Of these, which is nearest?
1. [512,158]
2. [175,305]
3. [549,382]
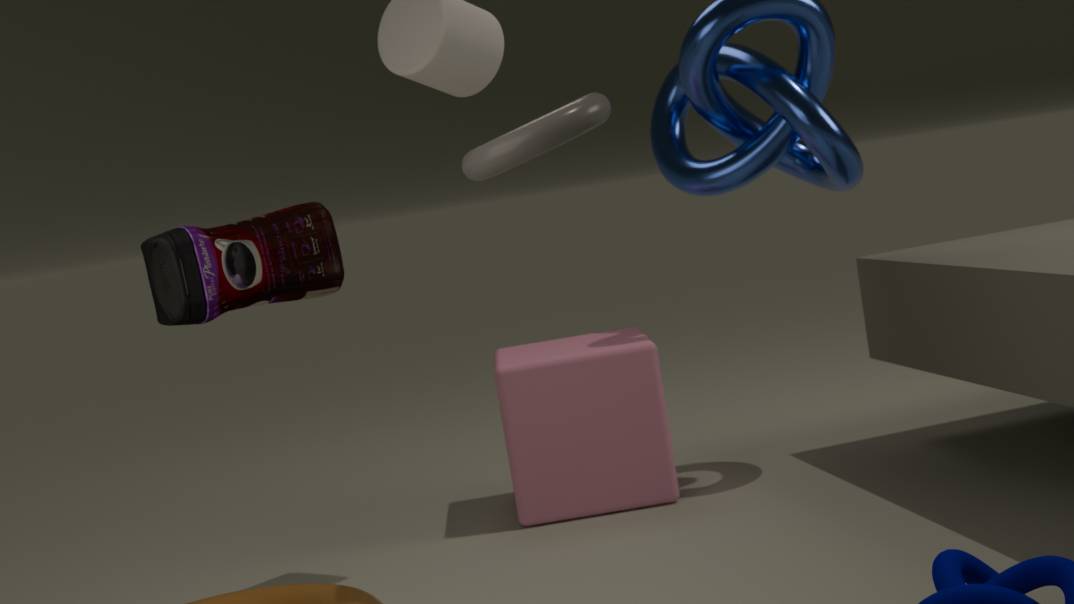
[512,158]
